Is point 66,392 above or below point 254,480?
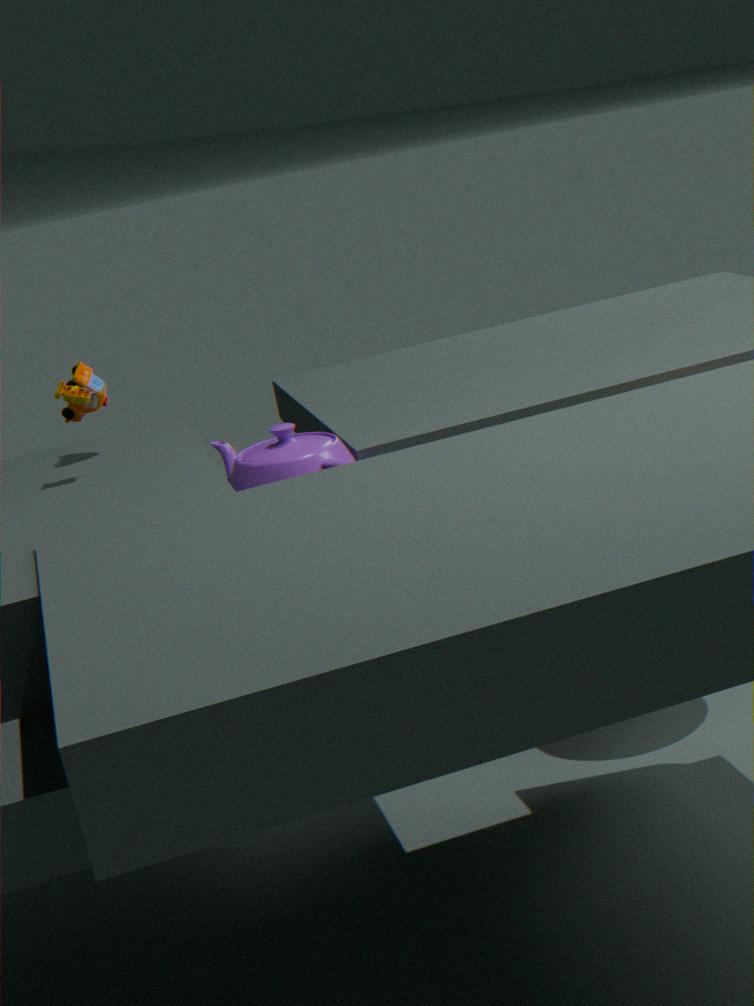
above
